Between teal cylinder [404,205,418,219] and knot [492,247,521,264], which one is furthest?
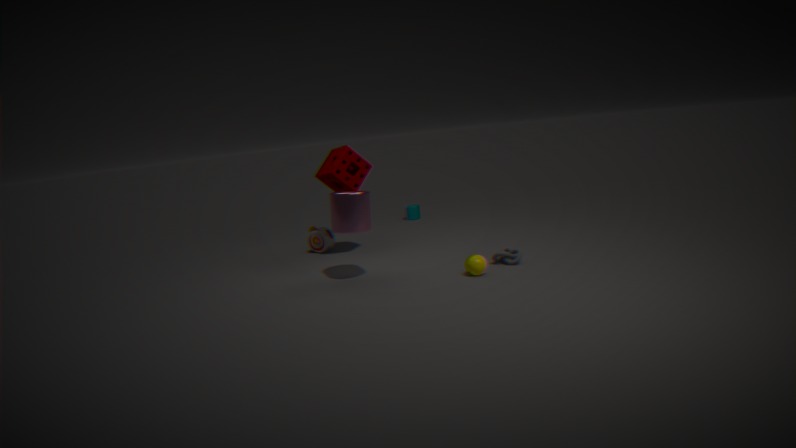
teal cylinder [404,205,418,219]
